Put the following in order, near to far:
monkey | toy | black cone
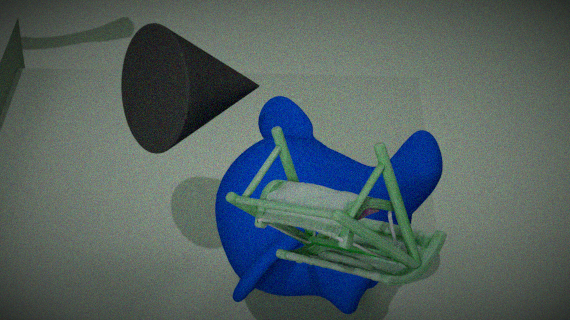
1. toy
2. monkey
3. black cone
